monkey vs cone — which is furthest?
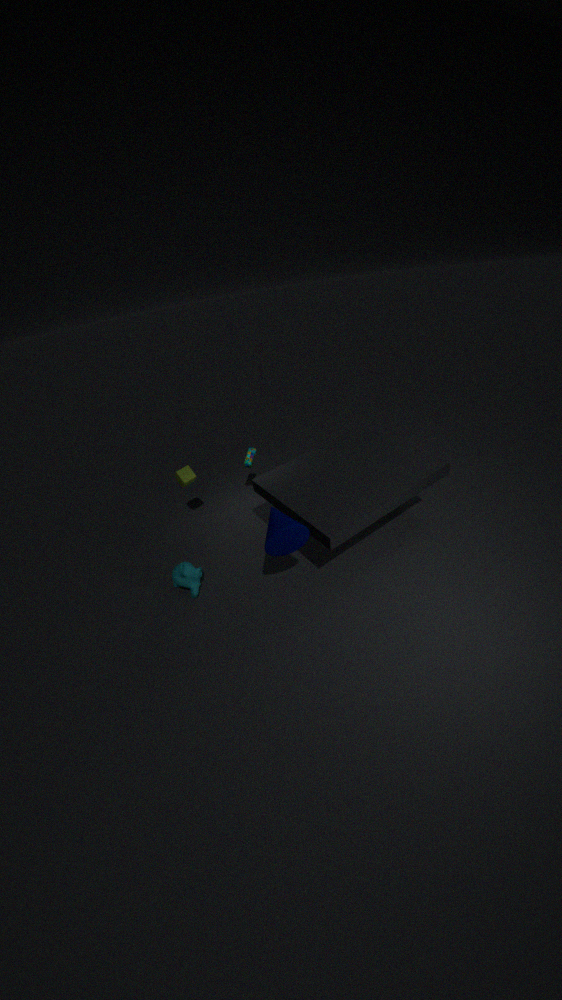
monkey
